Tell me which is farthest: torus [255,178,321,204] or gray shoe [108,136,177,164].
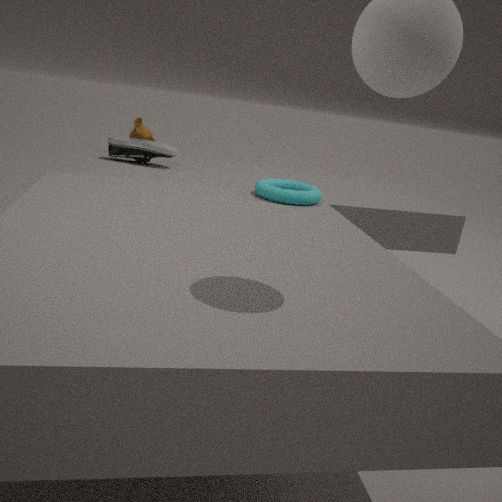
gray shoe [108,136,177,164]
